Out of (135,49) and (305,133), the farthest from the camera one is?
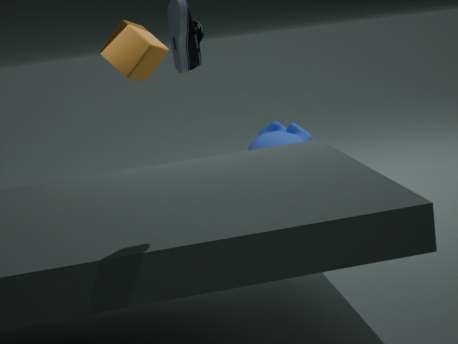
(305,133)
